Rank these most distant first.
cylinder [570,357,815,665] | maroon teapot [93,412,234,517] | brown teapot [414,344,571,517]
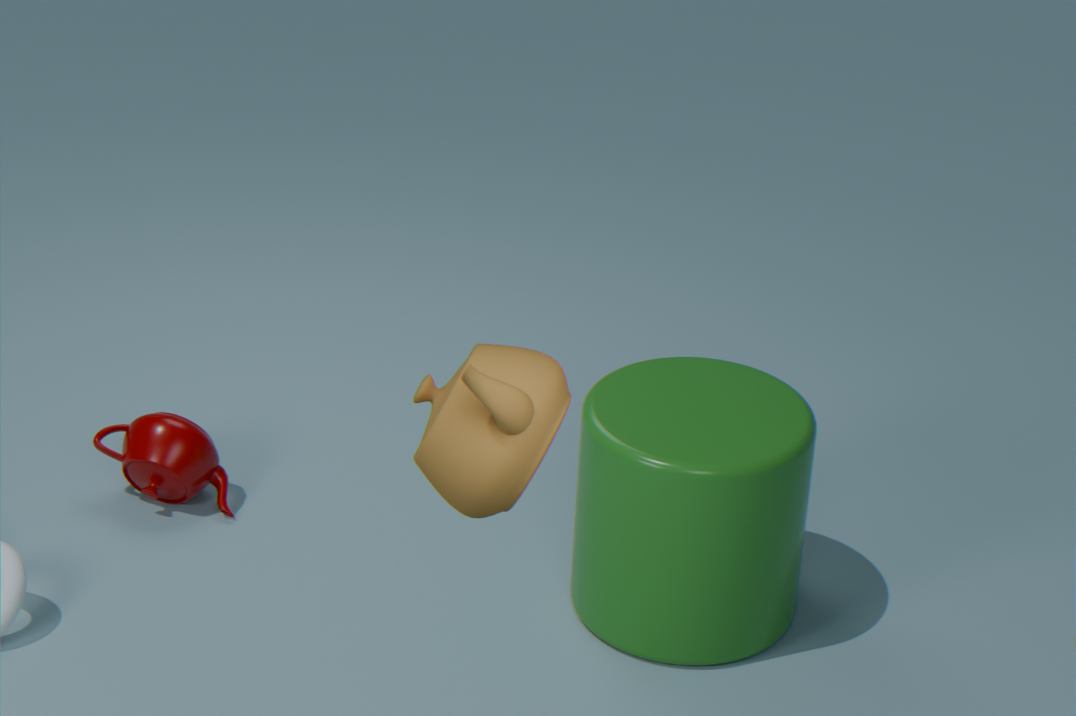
maroon teapot [93,412,234,517], cylinder [570,357,815,665], brown teapot [414,344,571,517]
